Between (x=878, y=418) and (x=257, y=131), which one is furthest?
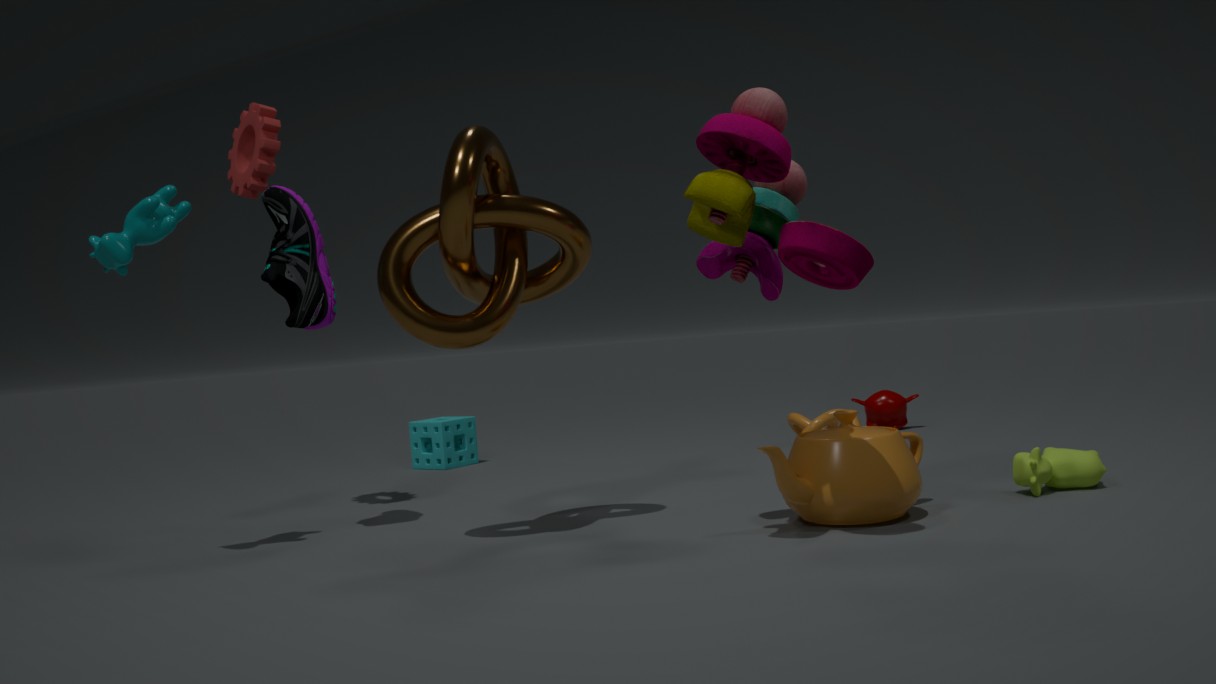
(x=878, y=418)
